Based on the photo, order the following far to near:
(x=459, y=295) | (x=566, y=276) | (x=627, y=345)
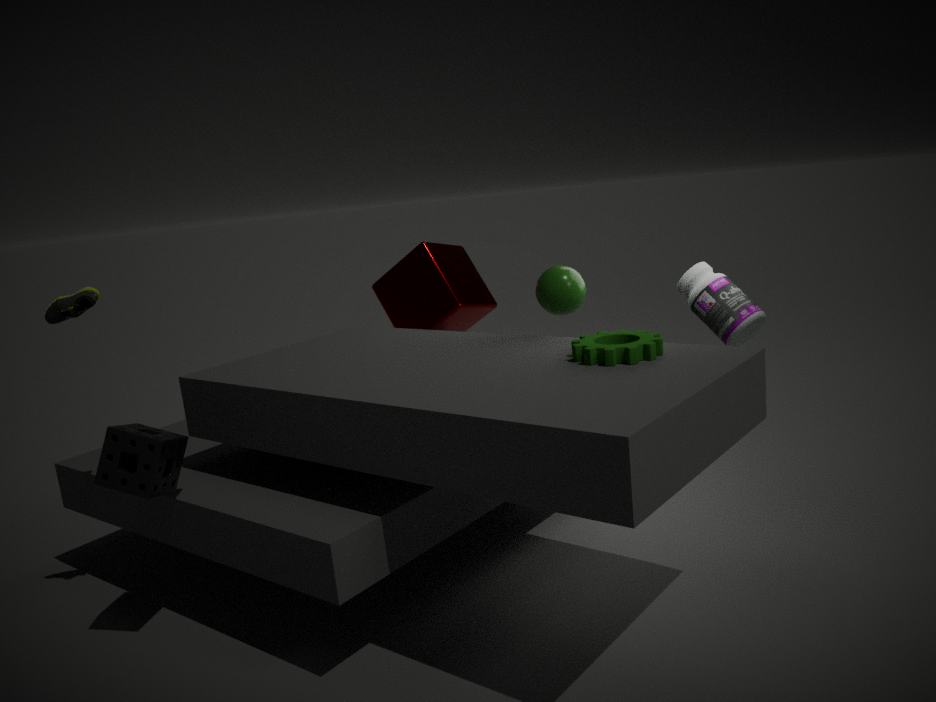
1. (x=459, y=295)
2. (x=566, y=276)
3. (x=627, y=345)
